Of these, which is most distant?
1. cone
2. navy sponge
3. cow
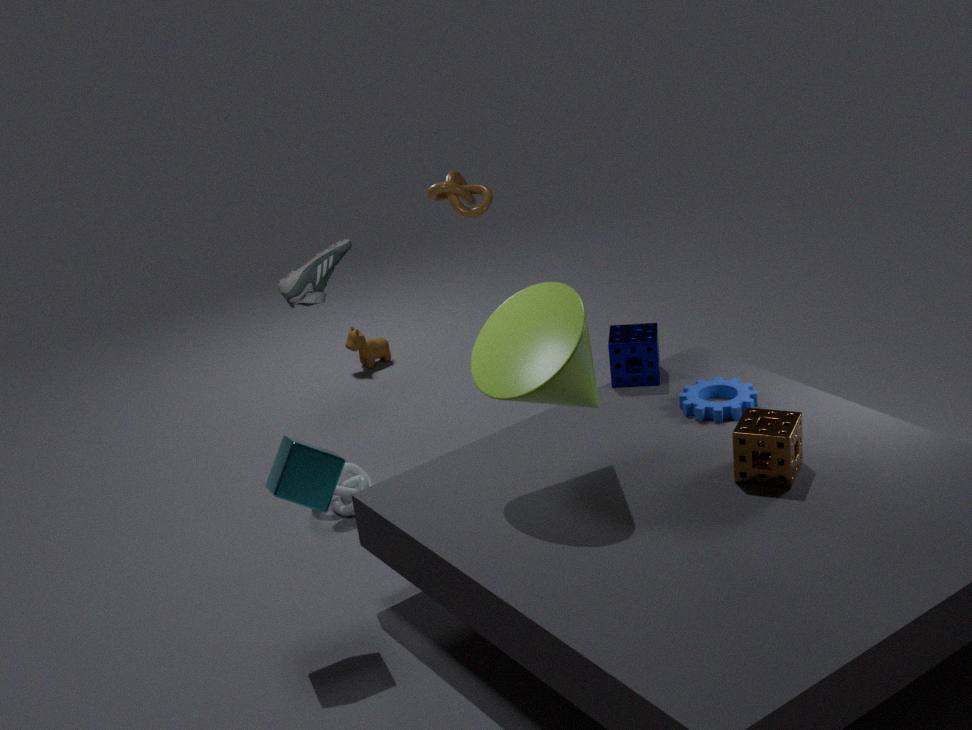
cow
